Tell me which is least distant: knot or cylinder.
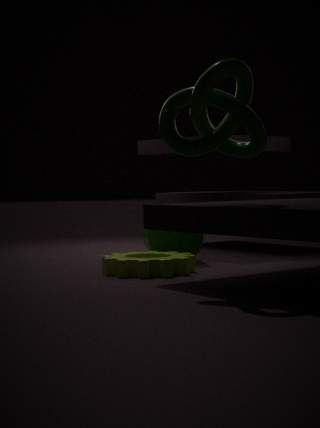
knot
